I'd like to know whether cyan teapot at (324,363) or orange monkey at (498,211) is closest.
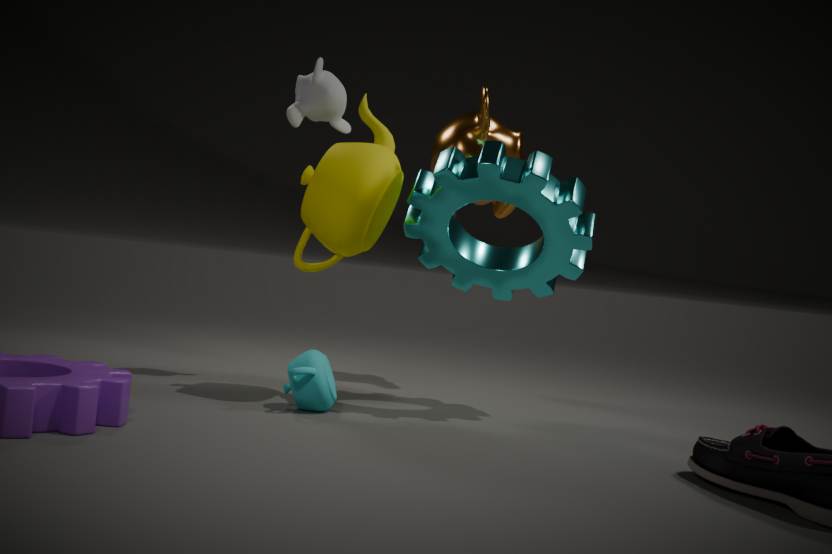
cyan teapot at (324,363)
